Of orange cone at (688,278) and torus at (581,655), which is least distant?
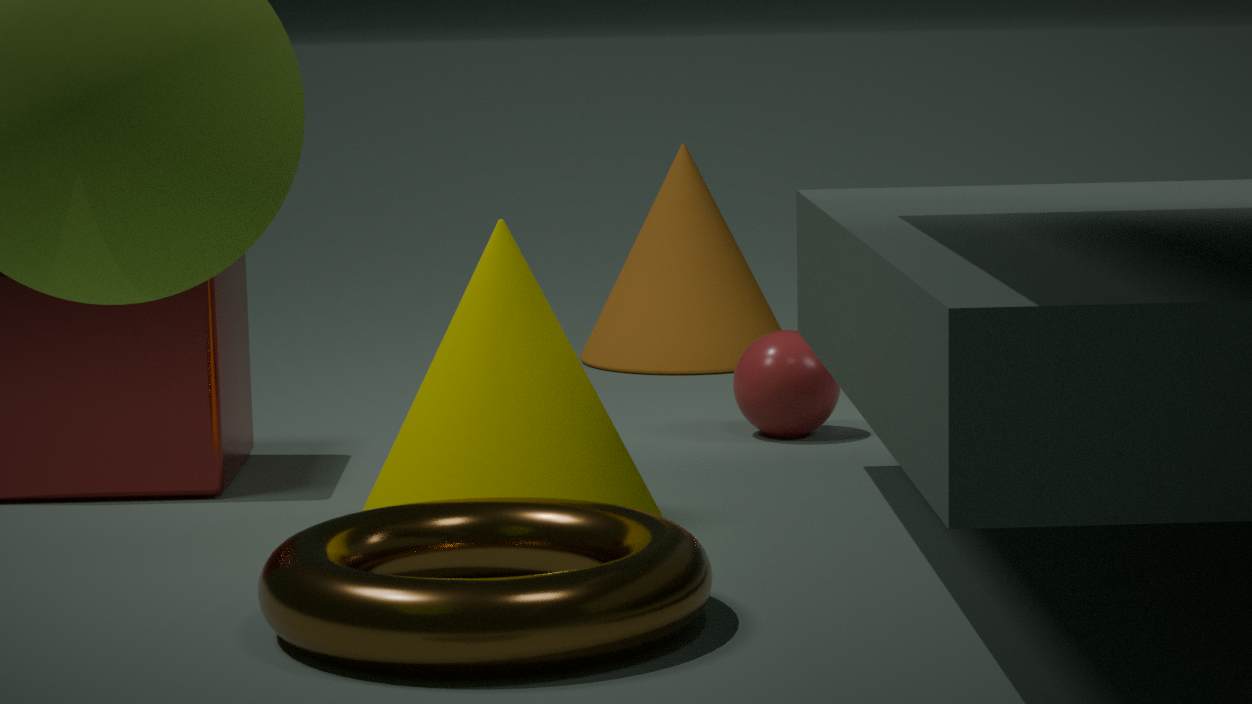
torus at (581,655)
